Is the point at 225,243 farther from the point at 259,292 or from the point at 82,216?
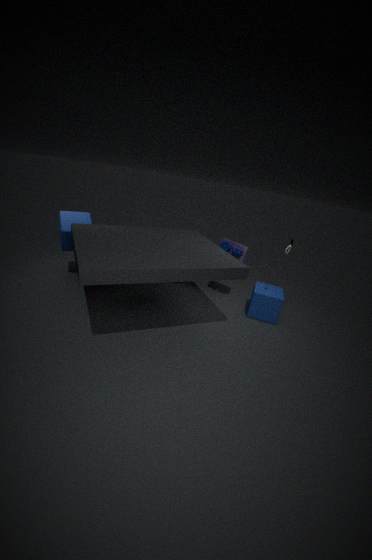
the point at 82,216
